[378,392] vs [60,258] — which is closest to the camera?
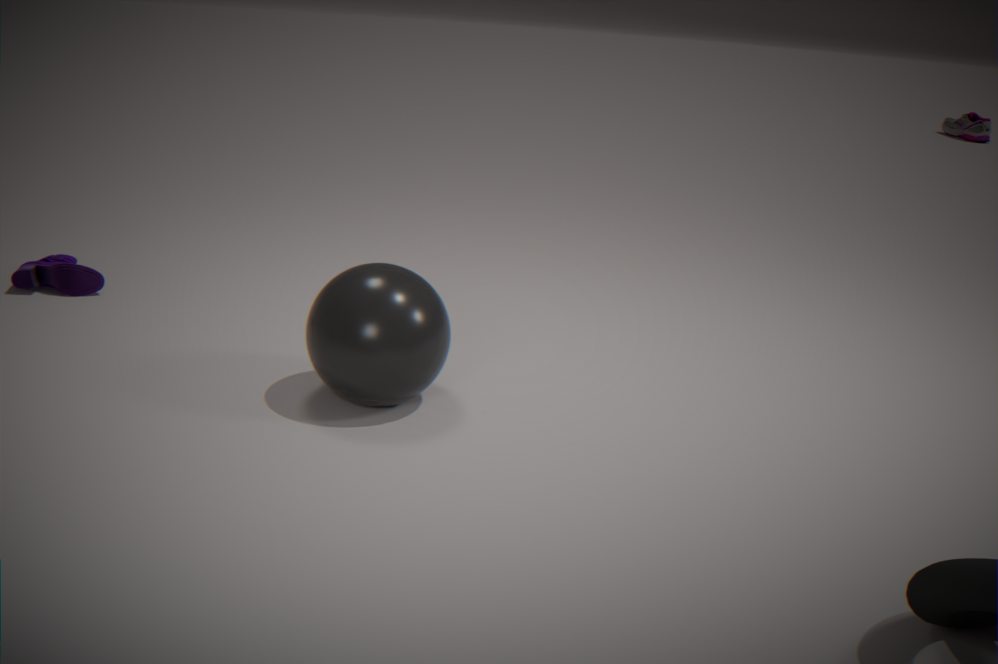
[378,392]
